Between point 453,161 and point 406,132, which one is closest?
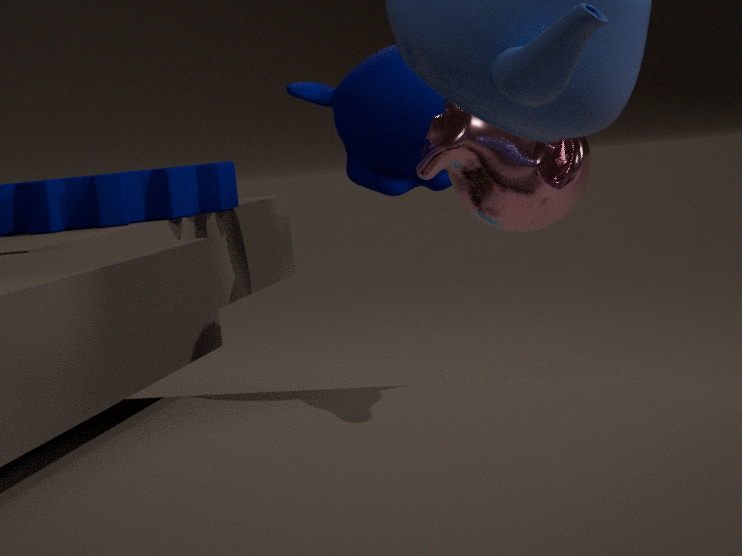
point 453,161
